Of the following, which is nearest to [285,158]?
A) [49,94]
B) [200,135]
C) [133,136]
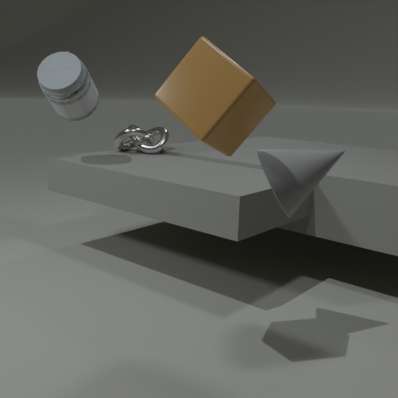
[200,135]
